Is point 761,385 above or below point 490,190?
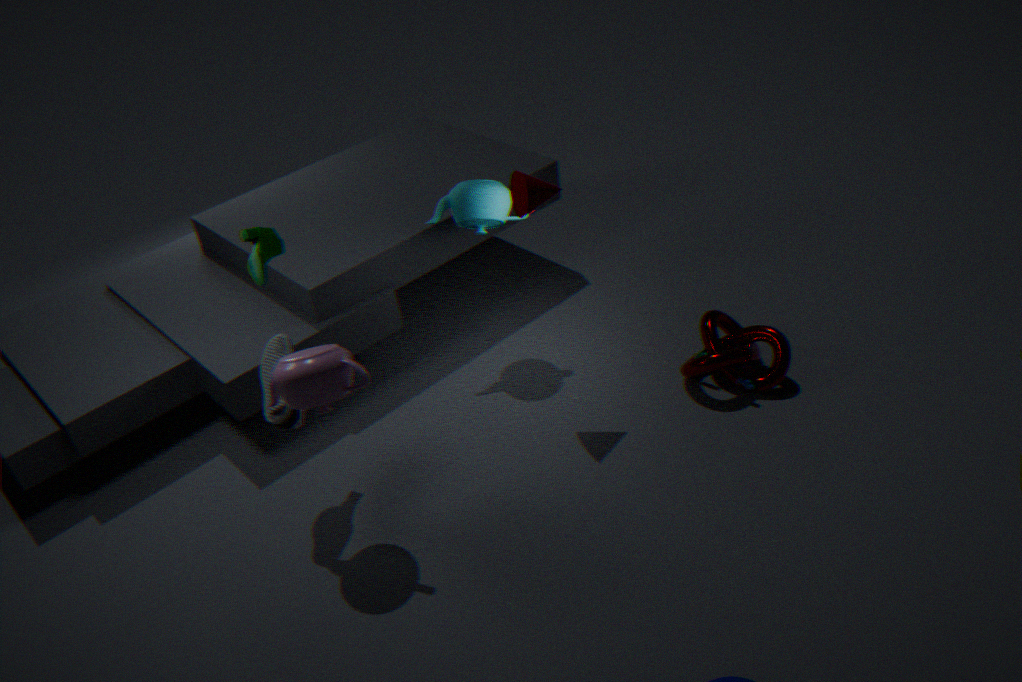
below
